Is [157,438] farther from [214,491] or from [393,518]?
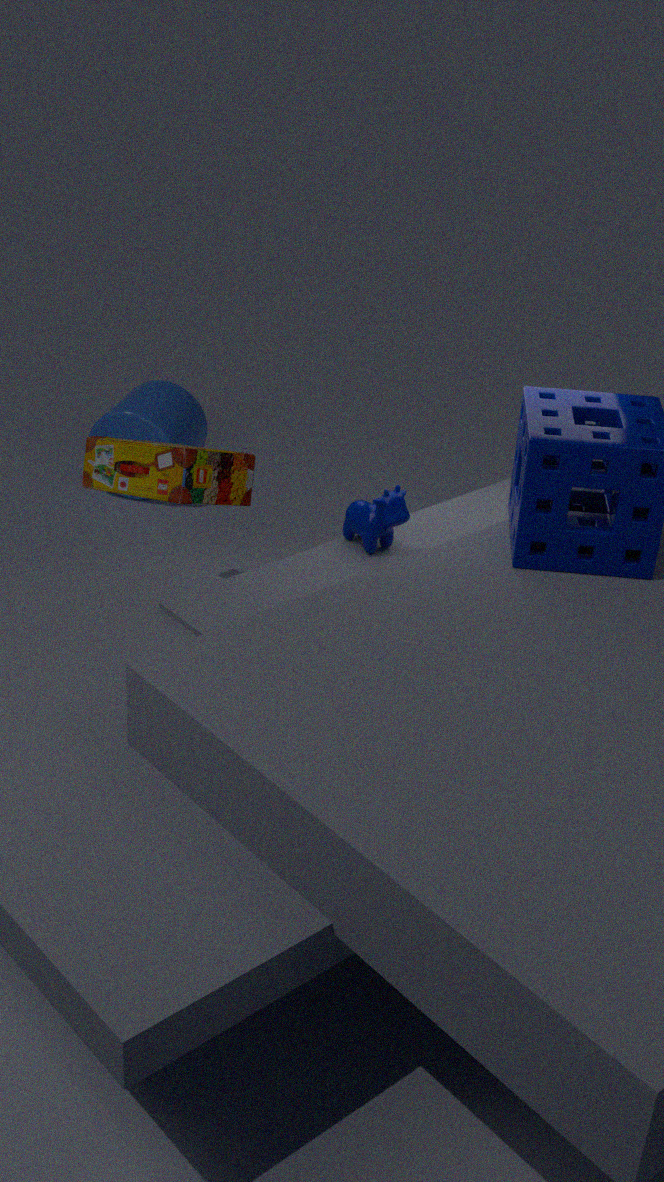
[393,518]
